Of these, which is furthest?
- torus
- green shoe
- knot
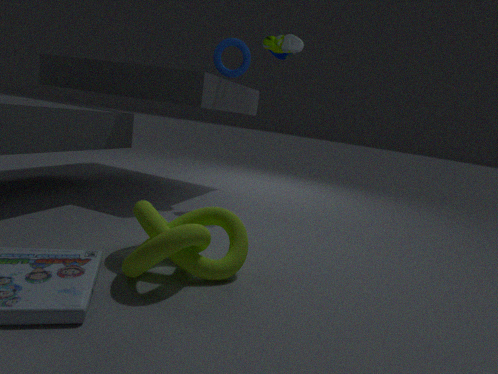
torus
